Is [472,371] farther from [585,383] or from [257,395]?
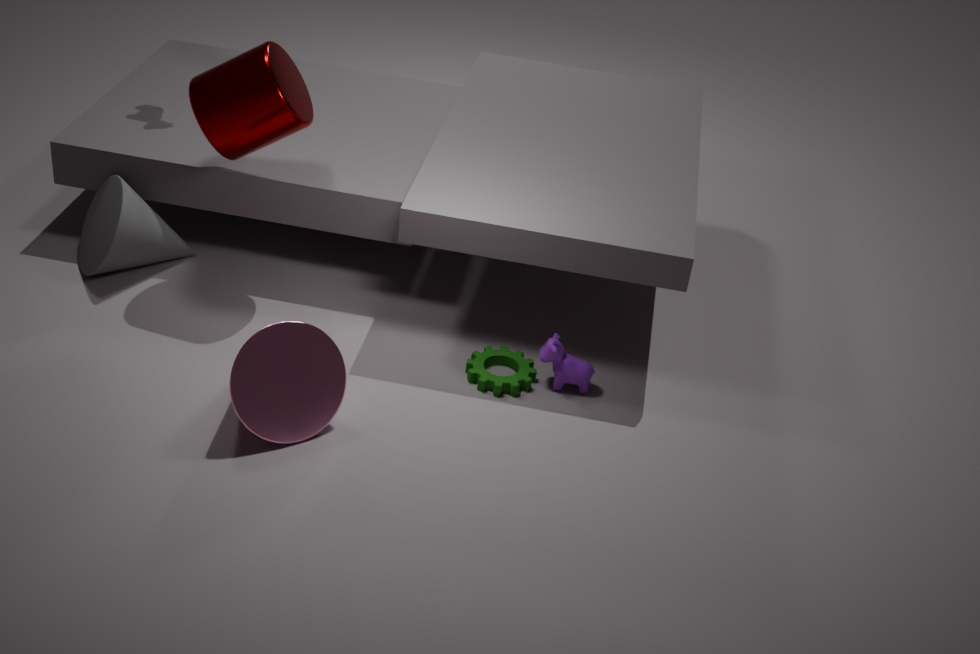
[257,395]
